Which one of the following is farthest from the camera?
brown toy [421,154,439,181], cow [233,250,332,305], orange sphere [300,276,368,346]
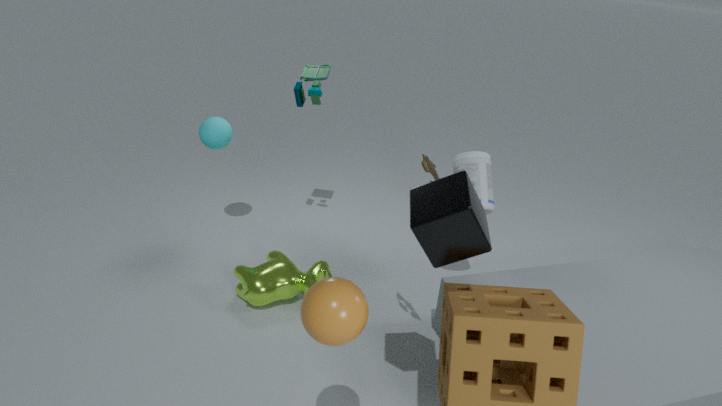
cow [233,250,332,305]
